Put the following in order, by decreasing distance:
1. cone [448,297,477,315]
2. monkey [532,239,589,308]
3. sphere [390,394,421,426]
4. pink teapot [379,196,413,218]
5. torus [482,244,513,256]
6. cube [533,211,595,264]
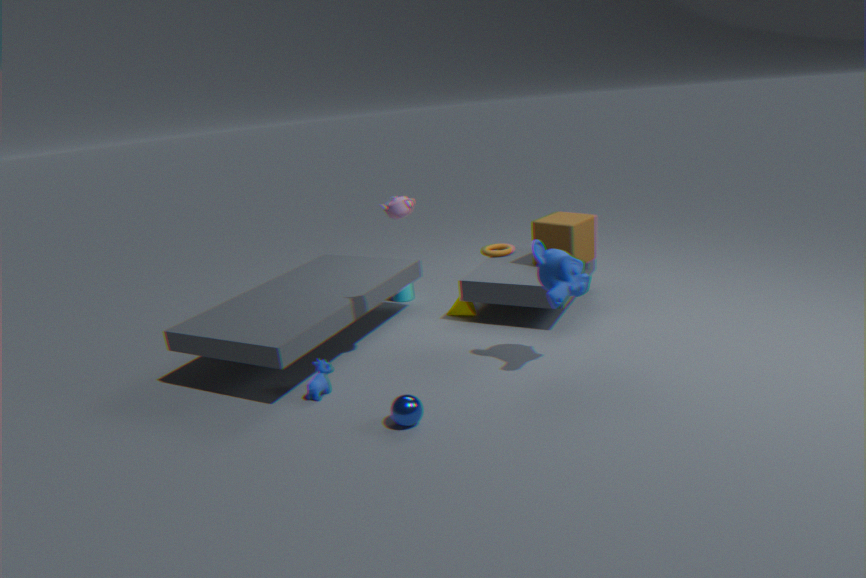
torus [482,244,513,256] → cone [448,297,477,315] → cube [533,211,595,264] → pink teapot [379,196,413,218] → monkey [532,239,589,308] → sphere [390,394,421,426]
